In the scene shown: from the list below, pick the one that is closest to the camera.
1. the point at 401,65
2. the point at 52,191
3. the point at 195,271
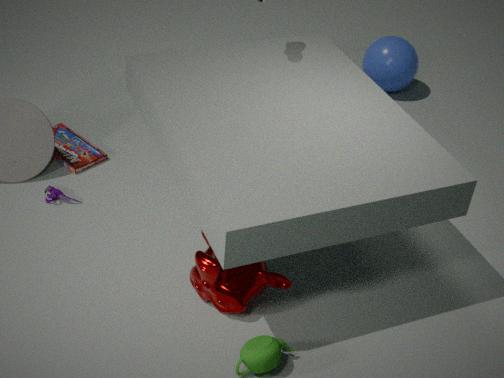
the point at 195,271
